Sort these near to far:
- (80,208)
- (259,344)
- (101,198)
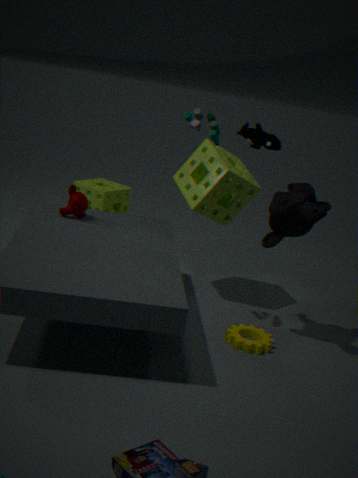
(259,344)
(80,208)
(101,198)
